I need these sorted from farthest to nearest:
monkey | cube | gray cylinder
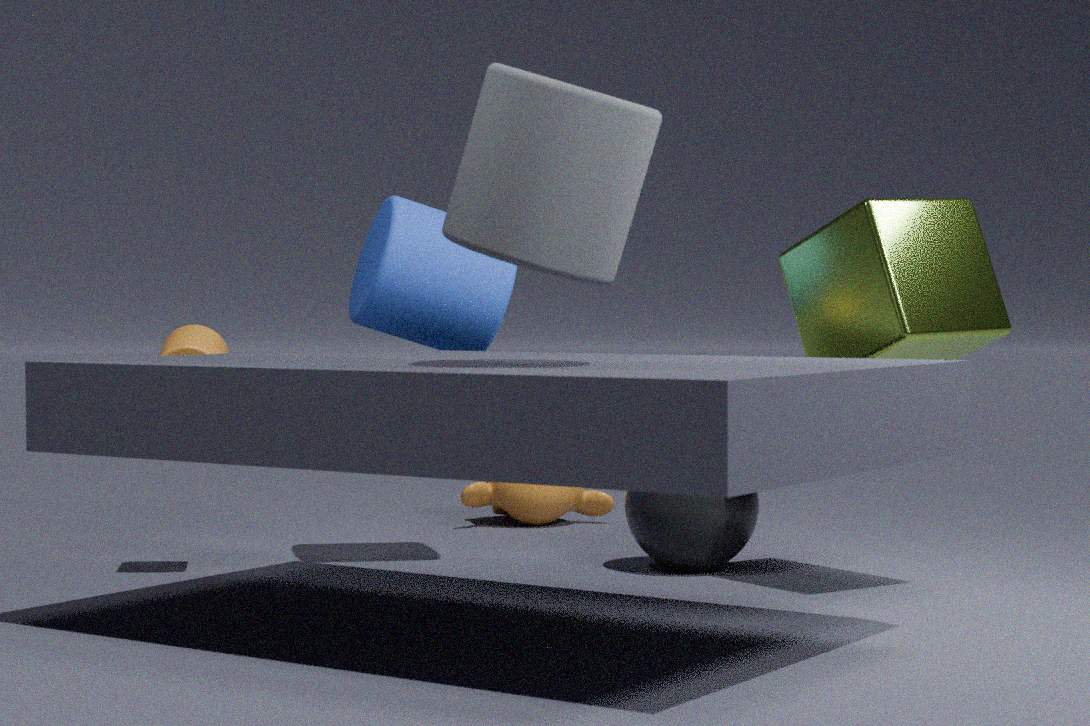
1. monkey
2. cube
3. gray cylinder
